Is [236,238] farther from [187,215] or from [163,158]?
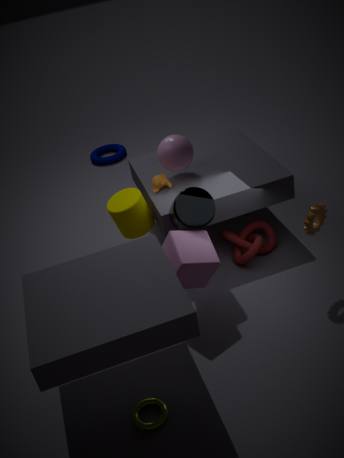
[163,158]
